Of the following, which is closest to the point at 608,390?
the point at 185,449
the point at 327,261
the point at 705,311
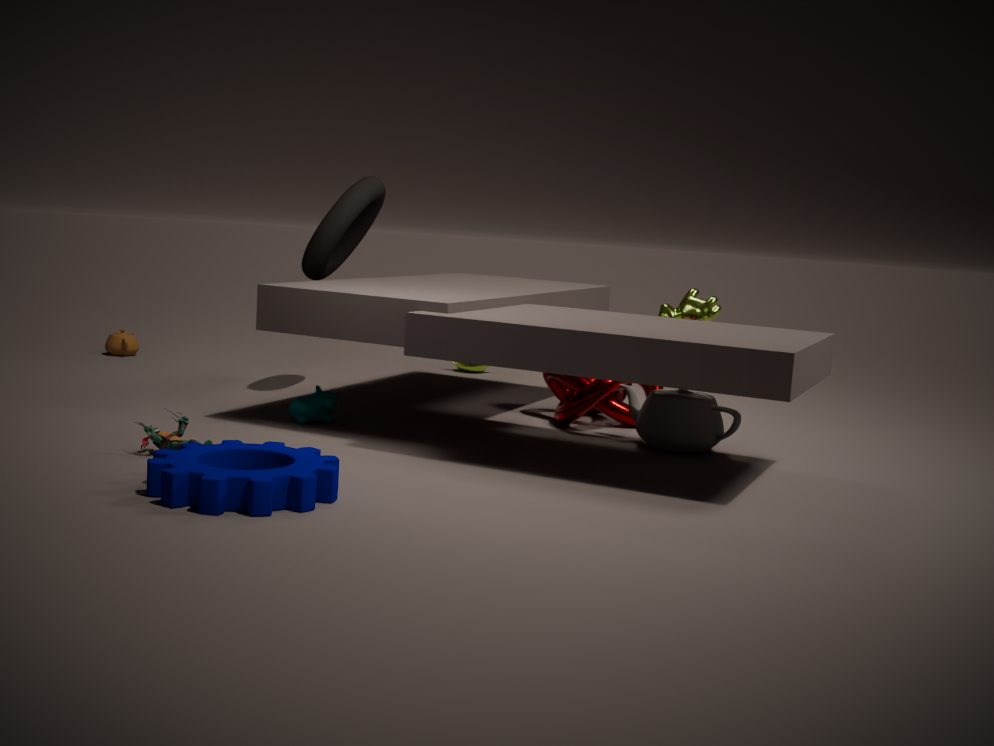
the point at 705,311
